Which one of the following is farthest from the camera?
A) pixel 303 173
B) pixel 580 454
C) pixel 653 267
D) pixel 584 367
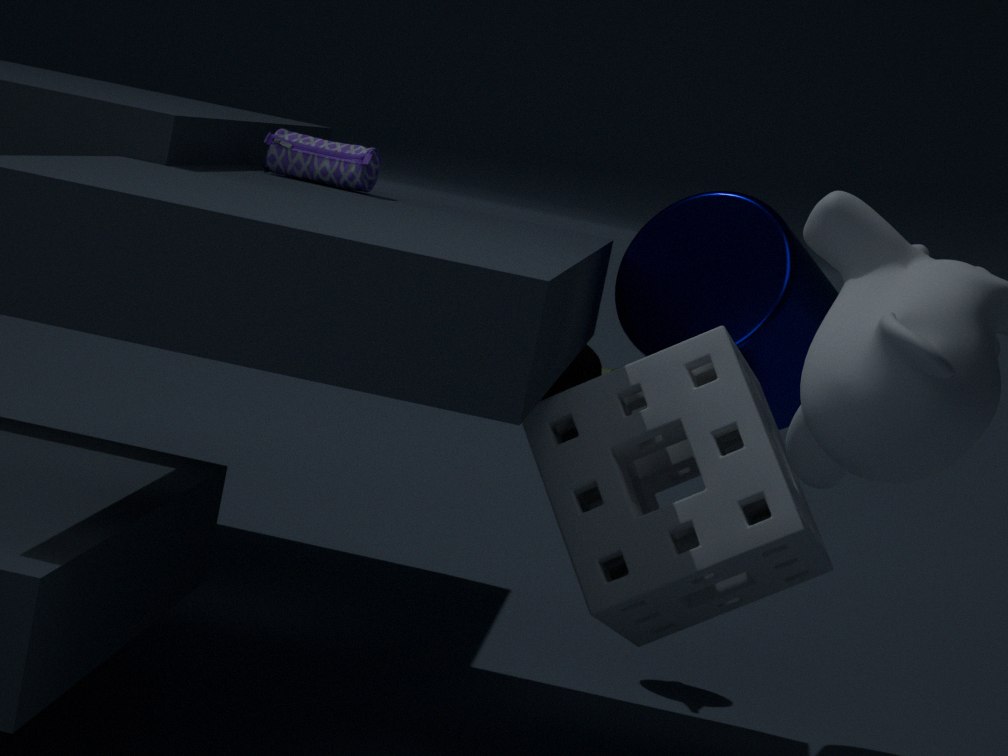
pixel 584 367
